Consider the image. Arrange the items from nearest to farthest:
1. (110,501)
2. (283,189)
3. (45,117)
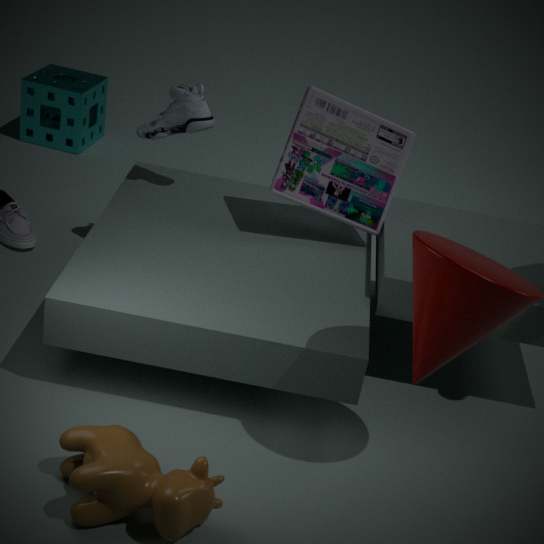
(110,501)
(283,189)
(45,117)
